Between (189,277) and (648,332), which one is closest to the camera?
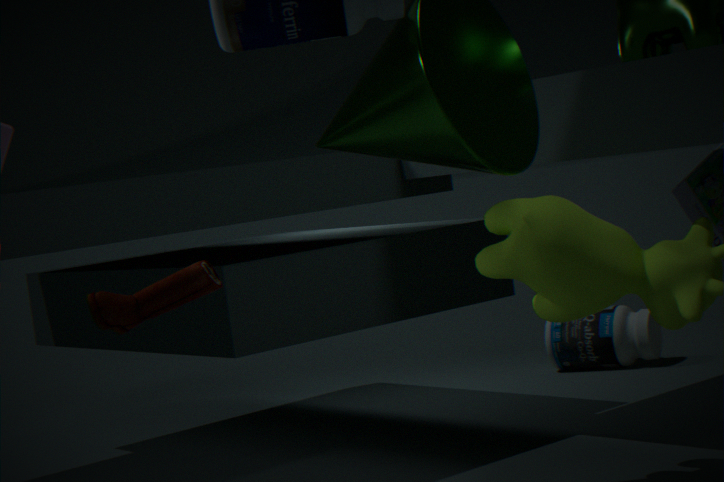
(189,277)
